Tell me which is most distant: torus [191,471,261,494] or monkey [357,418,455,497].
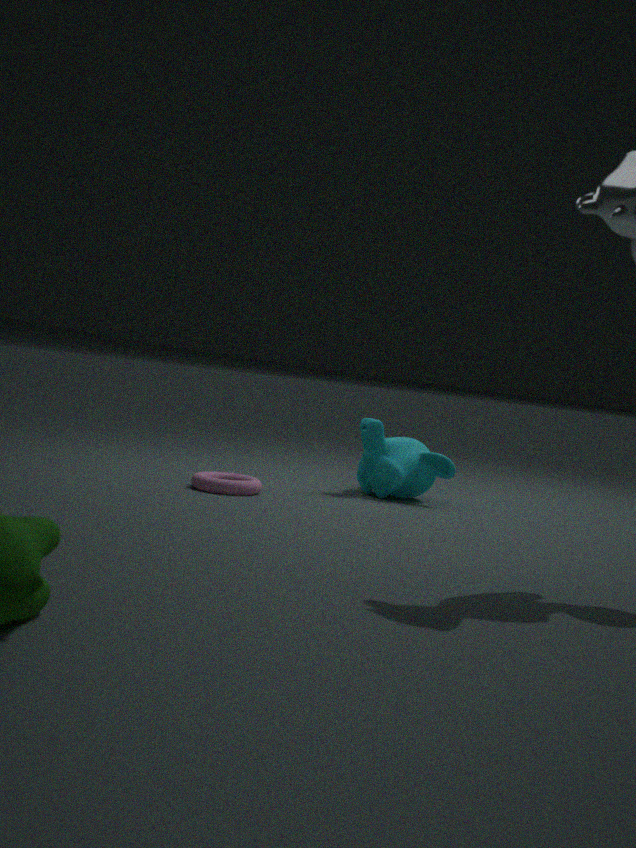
monkey [357,418,455,497]
